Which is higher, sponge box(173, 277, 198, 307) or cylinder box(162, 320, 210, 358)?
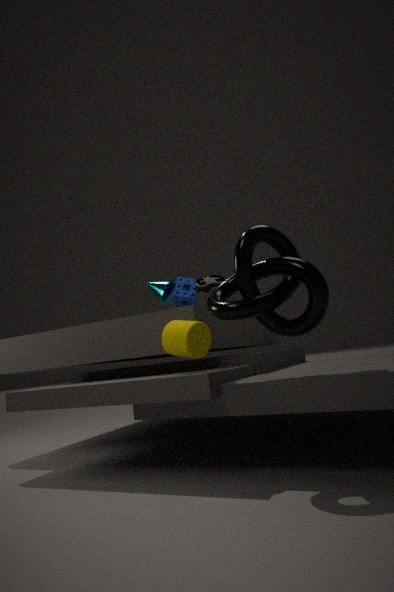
sponge box(173, 277, 198, 307)
